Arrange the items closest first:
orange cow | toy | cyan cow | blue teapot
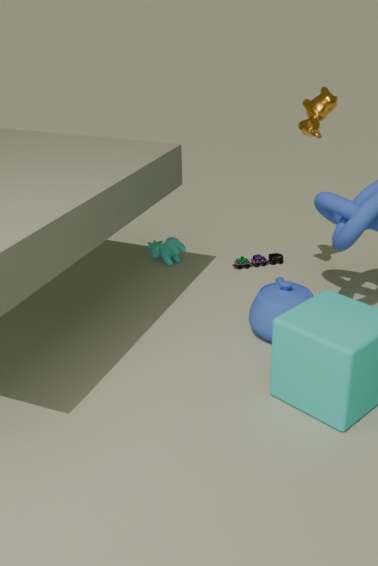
blue teapot → orange cow → toy → cyan cow
